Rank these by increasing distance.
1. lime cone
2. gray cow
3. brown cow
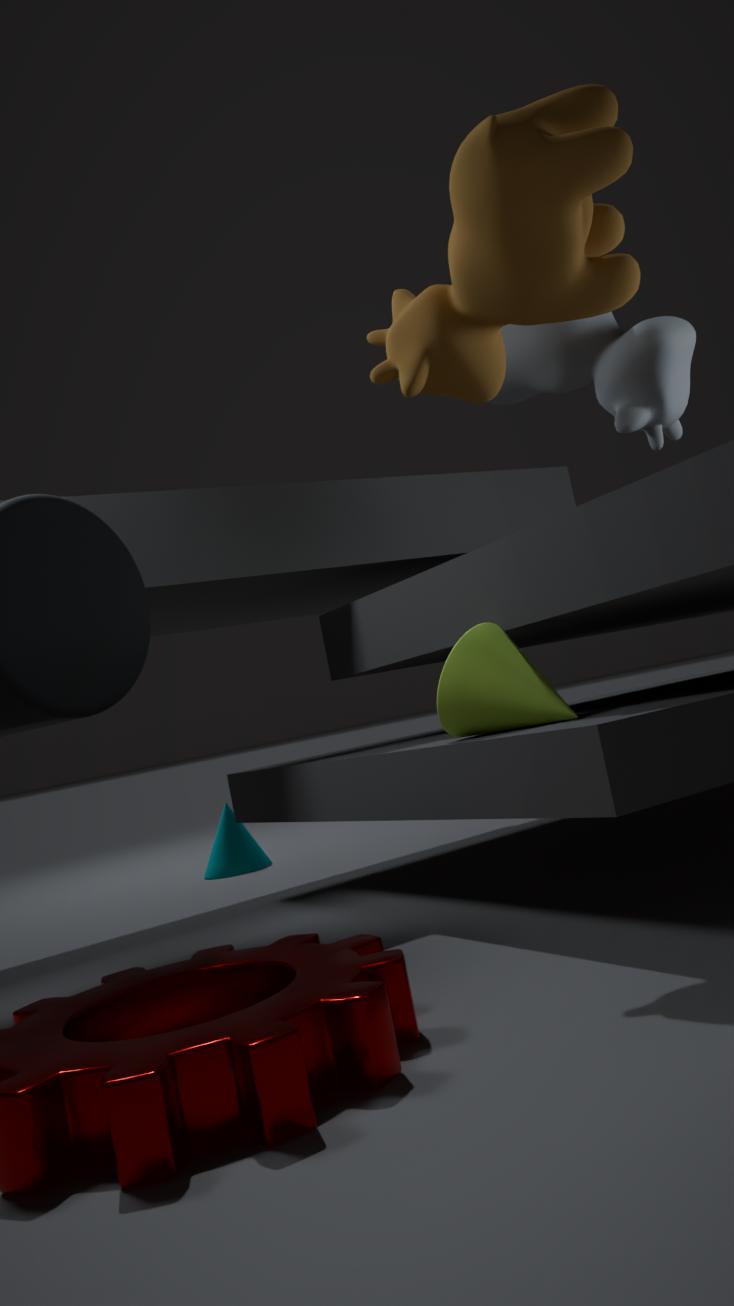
brown cow
lime cone
gray cow
